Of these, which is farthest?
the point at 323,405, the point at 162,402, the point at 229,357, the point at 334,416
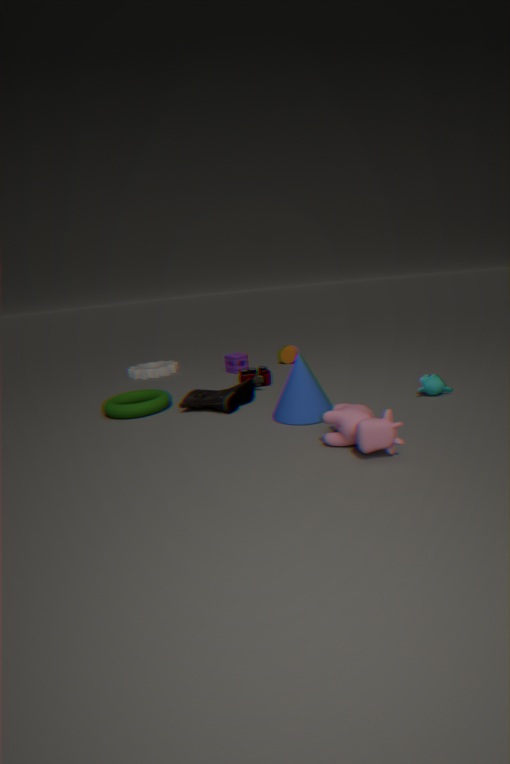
the point at 229,357
